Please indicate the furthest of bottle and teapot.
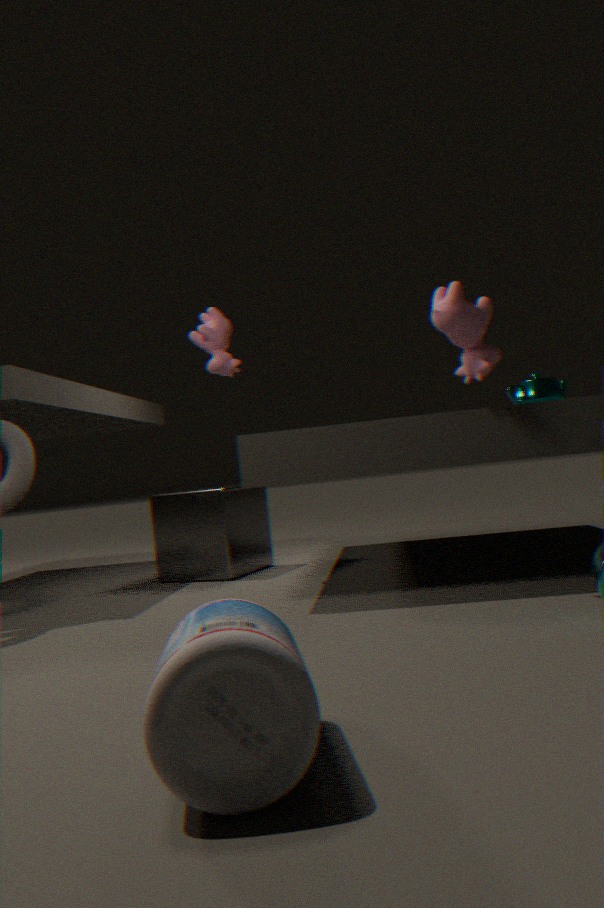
teapot
